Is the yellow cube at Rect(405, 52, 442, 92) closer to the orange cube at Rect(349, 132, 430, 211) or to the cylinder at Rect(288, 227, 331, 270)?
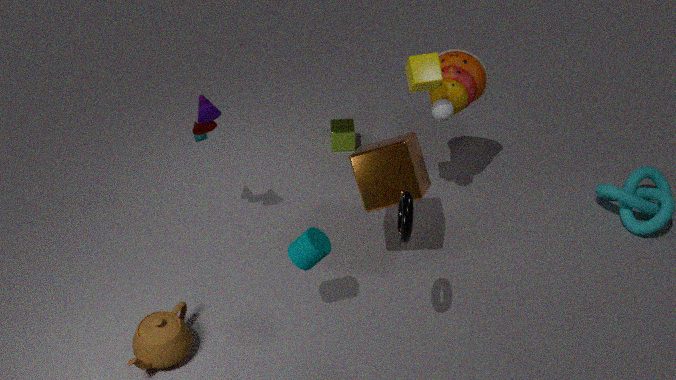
the orange cube at Rect(349, 132, 430, 211)
